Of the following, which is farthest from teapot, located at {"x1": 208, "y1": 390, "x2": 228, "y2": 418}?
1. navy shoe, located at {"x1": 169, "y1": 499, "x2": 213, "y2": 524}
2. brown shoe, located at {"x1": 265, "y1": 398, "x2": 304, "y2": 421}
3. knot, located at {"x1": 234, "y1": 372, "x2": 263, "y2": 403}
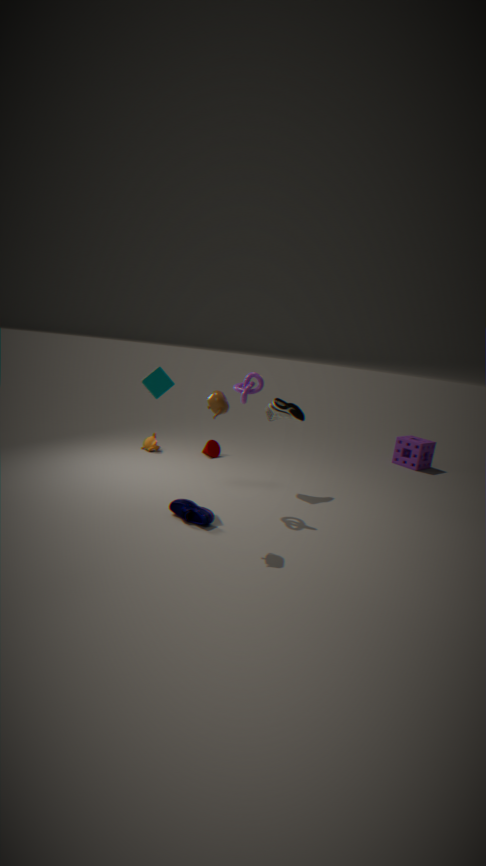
brown shoe, located at {"x1": 265, "y1": 398, "x2": 304, "y2": 421}
